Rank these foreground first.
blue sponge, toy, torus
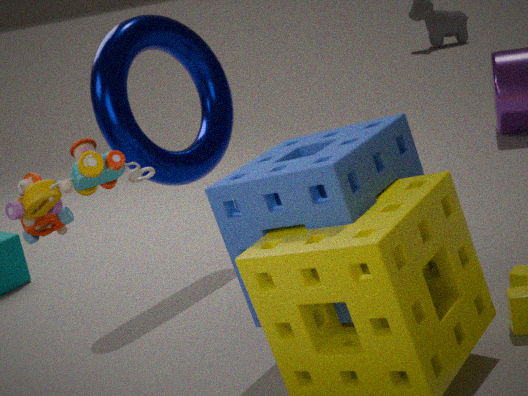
toy < blue sponge < torus
